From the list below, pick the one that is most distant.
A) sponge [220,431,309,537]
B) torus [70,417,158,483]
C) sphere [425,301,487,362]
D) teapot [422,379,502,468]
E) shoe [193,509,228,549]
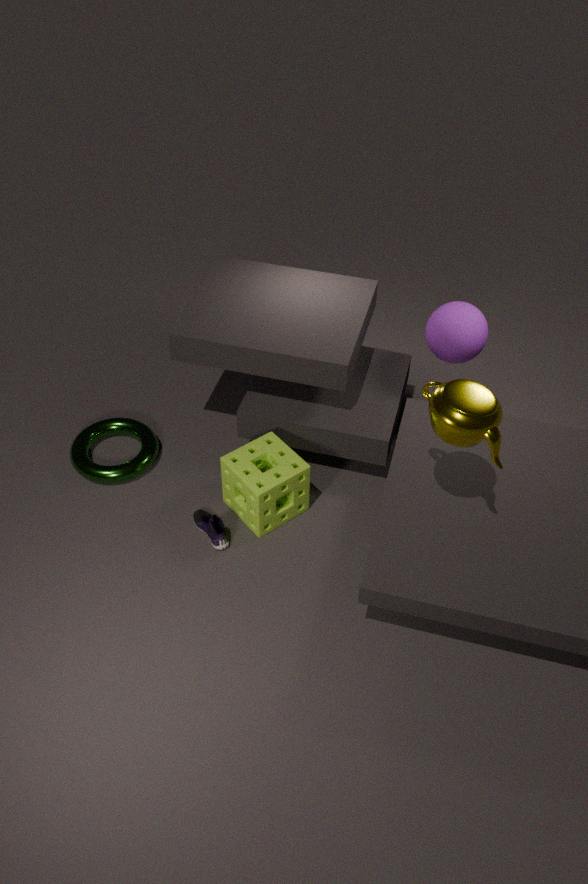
torus [70,417,158,483]
